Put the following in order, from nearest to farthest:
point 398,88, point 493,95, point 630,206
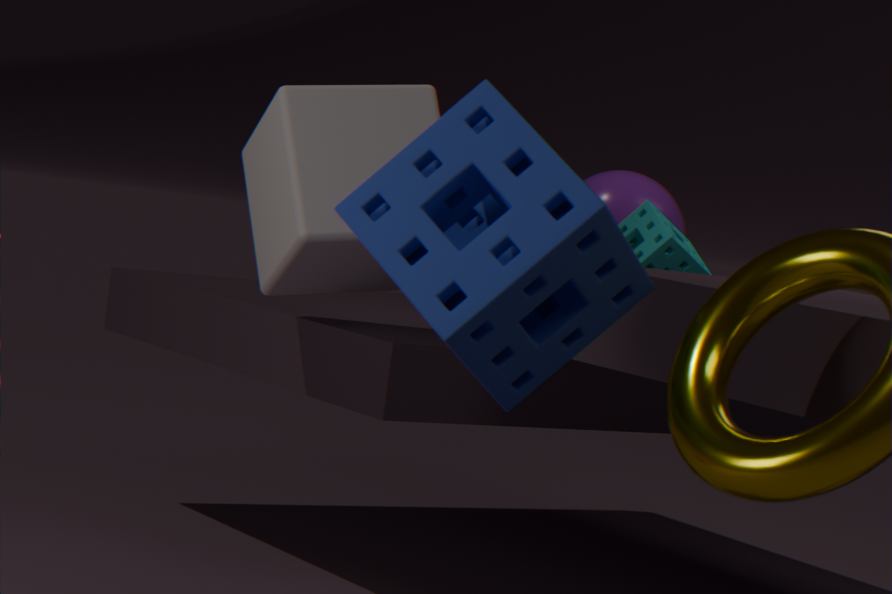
1. point 493,95
2. point 398,88
3. point 630,206
